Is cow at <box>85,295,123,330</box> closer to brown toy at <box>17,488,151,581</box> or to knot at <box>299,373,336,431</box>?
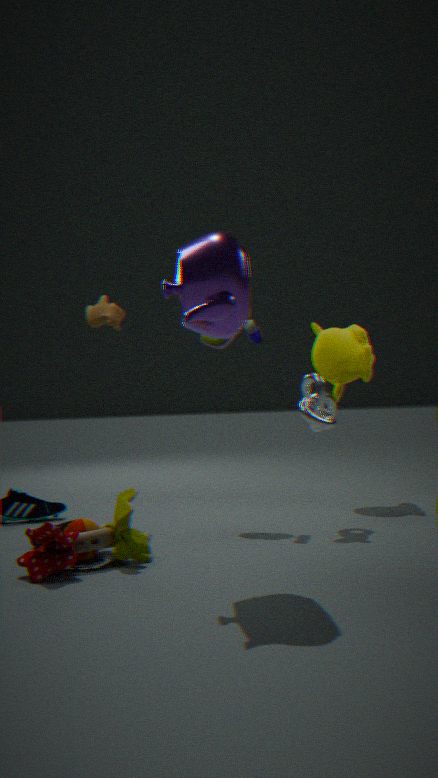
knot at <box>299,373,336,431</box>
